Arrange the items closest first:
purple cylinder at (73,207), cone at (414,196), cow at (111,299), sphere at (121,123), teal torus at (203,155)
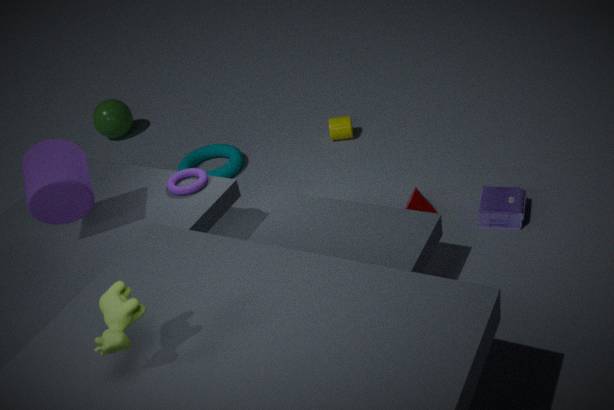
cow at (111,299) → purple cylinder at (73,207) → cone at (414,196) → teal torus at (203,155) → sphere at (121,123)
